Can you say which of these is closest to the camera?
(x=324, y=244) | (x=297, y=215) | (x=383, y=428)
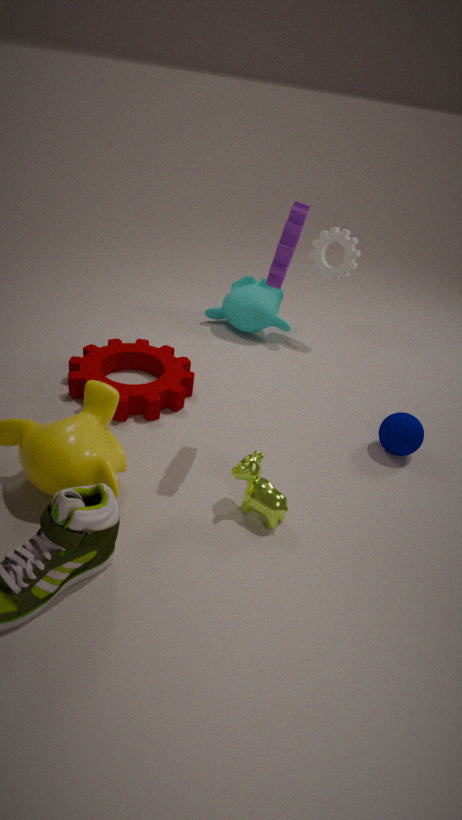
(x=297, y=215)
